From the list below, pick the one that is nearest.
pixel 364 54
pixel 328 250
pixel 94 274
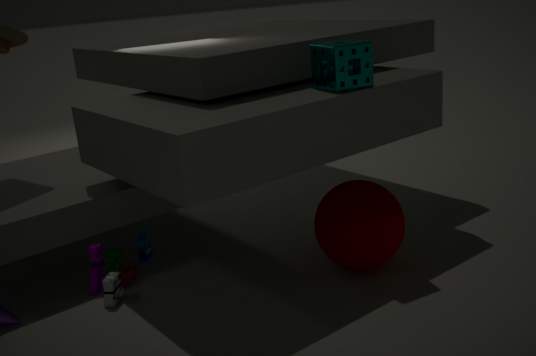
pixel 328 250
